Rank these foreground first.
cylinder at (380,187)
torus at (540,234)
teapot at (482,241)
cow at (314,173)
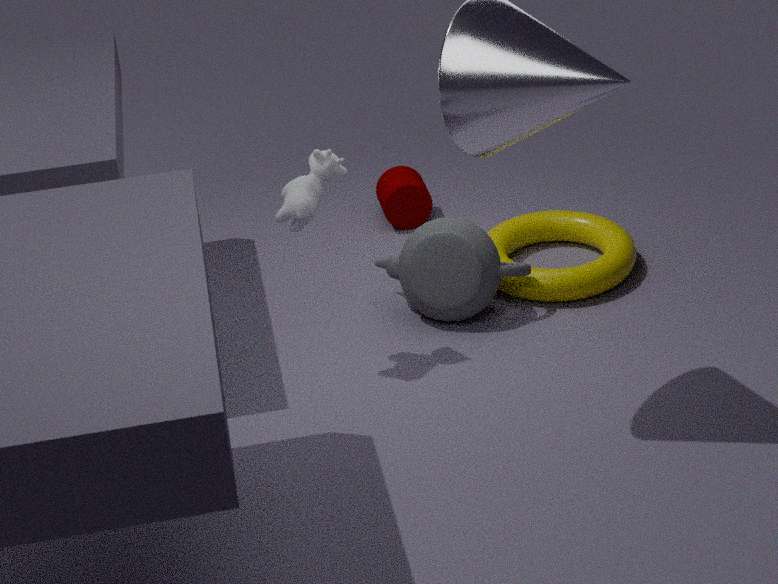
cow at (314,173)
teapot at (482,241)
torus at (540,234)
cylinder at (380,187)
